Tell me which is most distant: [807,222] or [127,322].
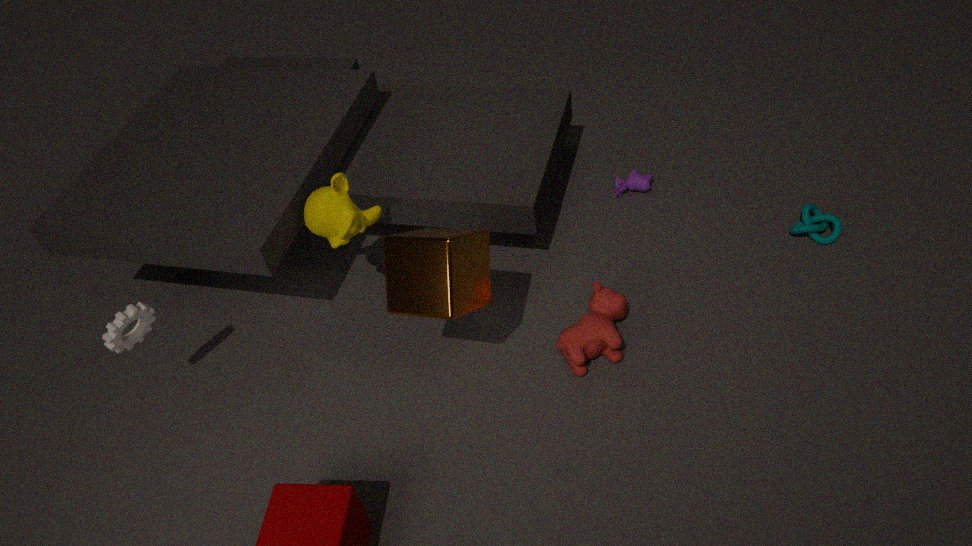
[807,222]
